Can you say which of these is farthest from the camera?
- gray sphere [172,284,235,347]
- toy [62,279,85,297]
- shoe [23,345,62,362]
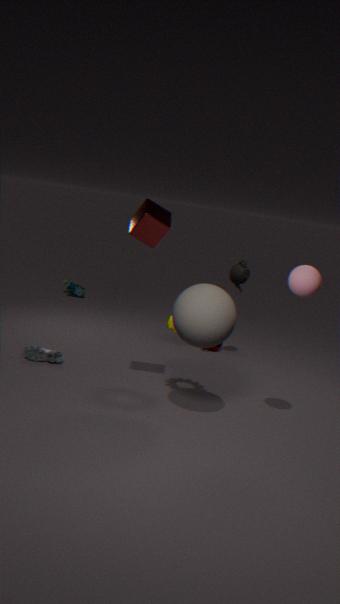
toy [62,279,85,297]
